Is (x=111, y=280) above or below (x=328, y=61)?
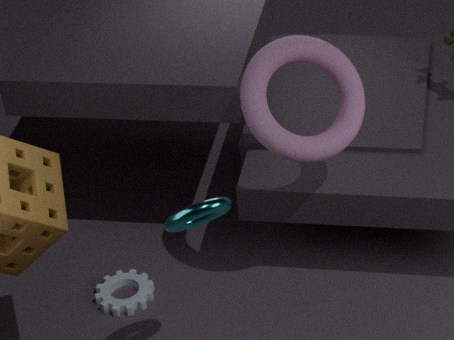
below
